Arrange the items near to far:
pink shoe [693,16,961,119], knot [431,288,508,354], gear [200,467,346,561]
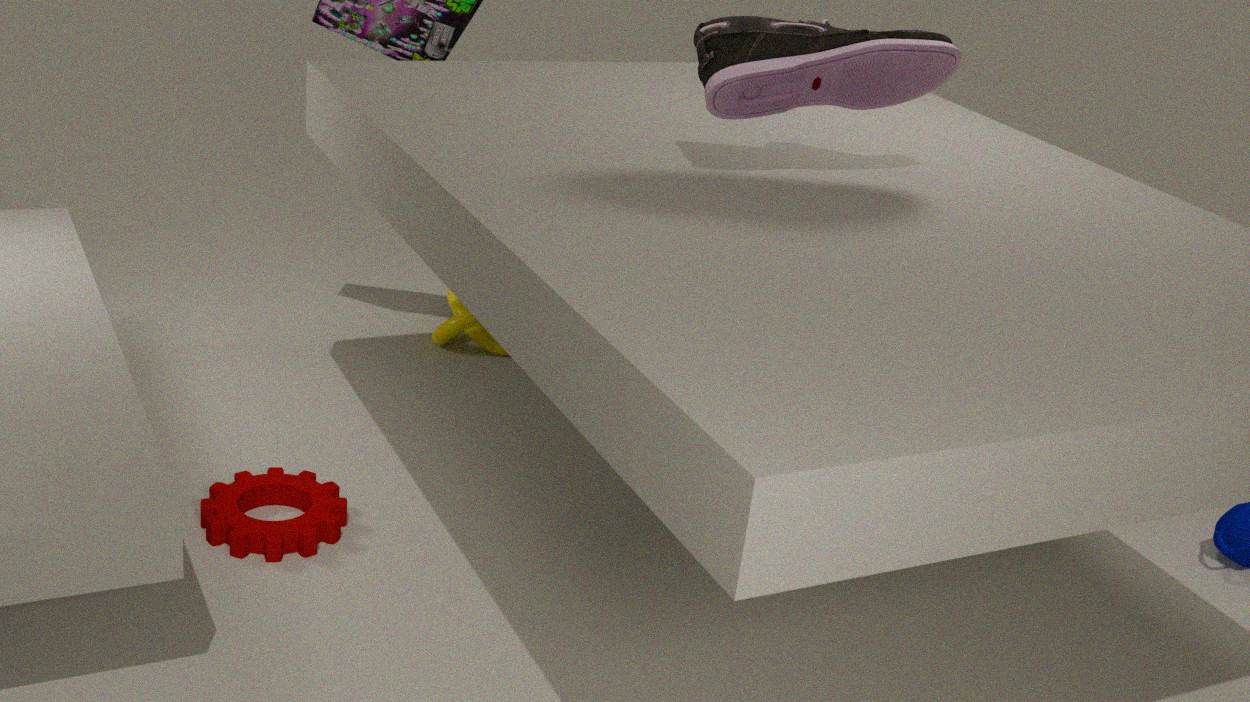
pink shoe [693,16,961,119]
gear [200,467,346,561]
knot [431,288,508,354]
